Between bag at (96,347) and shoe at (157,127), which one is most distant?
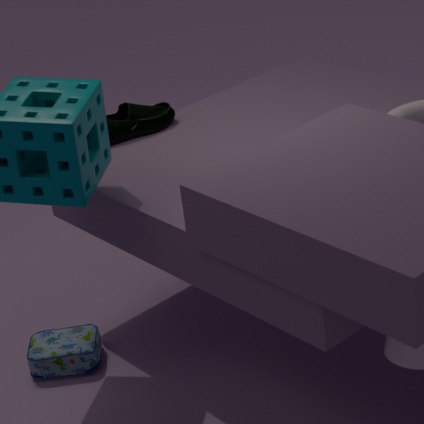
shoe at (157,127)
